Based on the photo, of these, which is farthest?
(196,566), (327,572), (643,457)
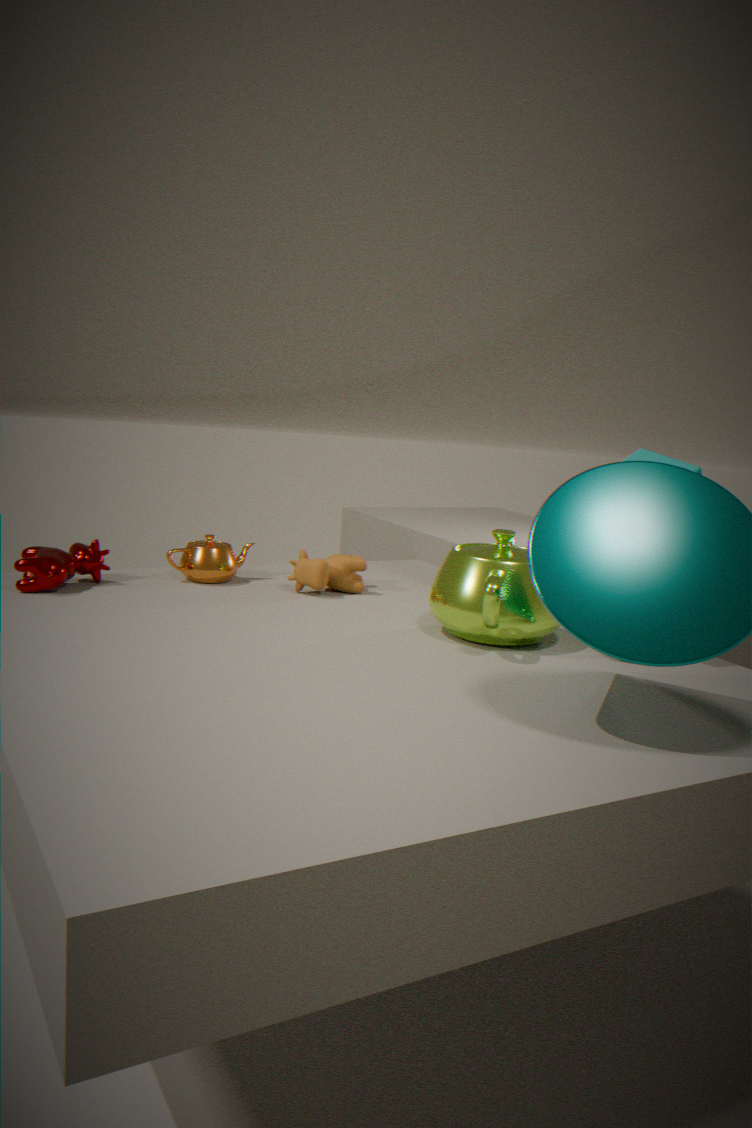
(196,566)
